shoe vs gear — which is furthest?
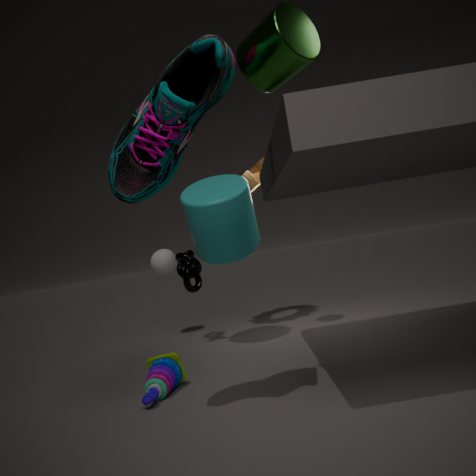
gear
